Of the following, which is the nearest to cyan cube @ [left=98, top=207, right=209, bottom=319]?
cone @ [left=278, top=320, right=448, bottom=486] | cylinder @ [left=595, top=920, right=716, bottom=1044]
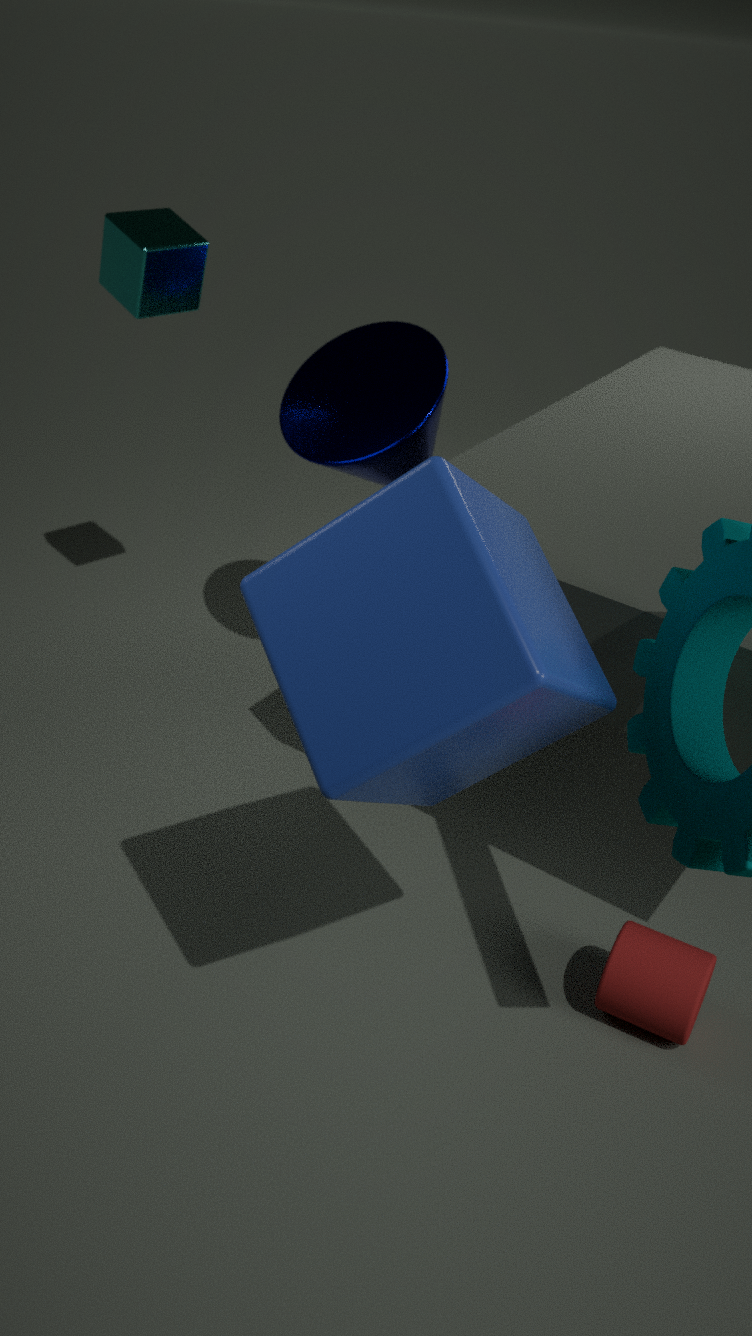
cone @ [left=278, top=320, right=448, bottom=486]
